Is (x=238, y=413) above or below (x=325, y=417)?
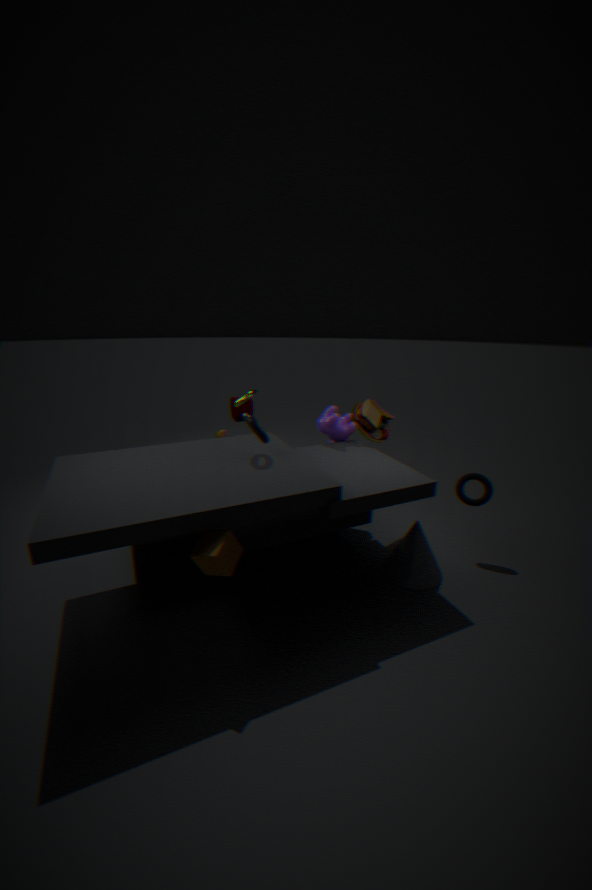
below
